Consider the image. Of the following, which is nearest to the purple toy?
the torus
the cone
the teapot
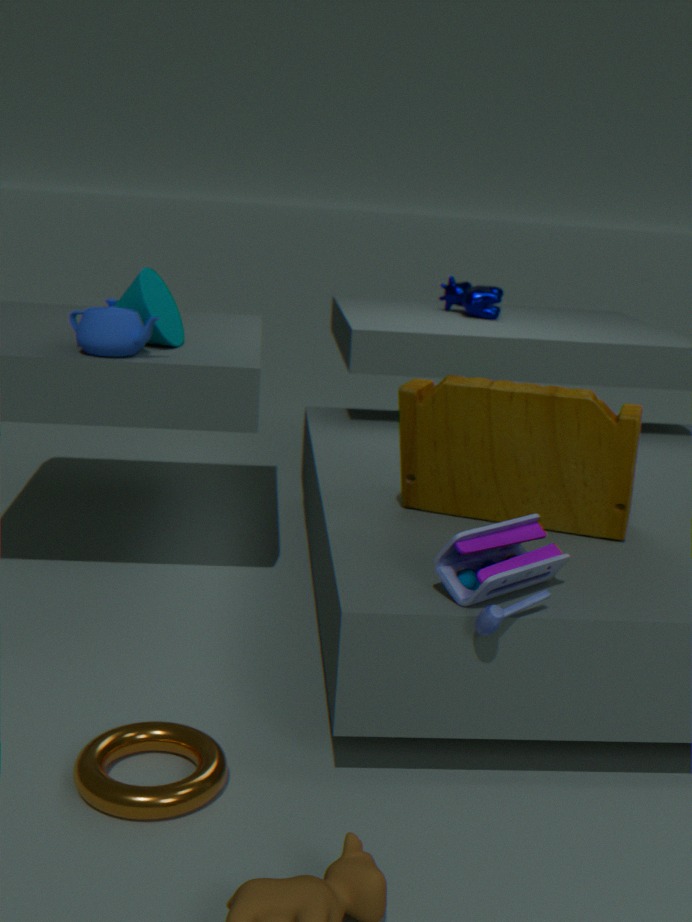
the torus
